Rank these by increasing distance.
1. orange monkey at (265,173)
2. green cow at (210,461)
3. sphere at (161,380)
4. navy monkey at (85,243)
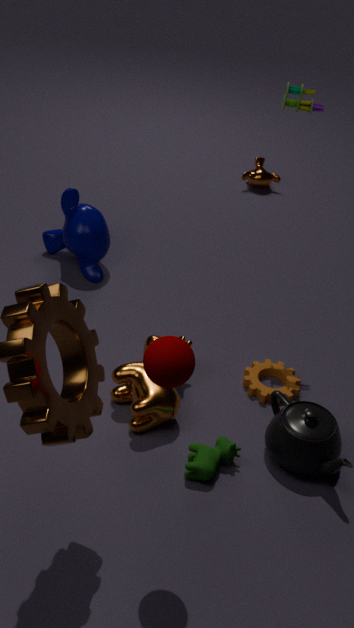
sphere at (161,380)
green cow at (210,461)
navy monkey at (85,243)
orange monkey at (265,173)
